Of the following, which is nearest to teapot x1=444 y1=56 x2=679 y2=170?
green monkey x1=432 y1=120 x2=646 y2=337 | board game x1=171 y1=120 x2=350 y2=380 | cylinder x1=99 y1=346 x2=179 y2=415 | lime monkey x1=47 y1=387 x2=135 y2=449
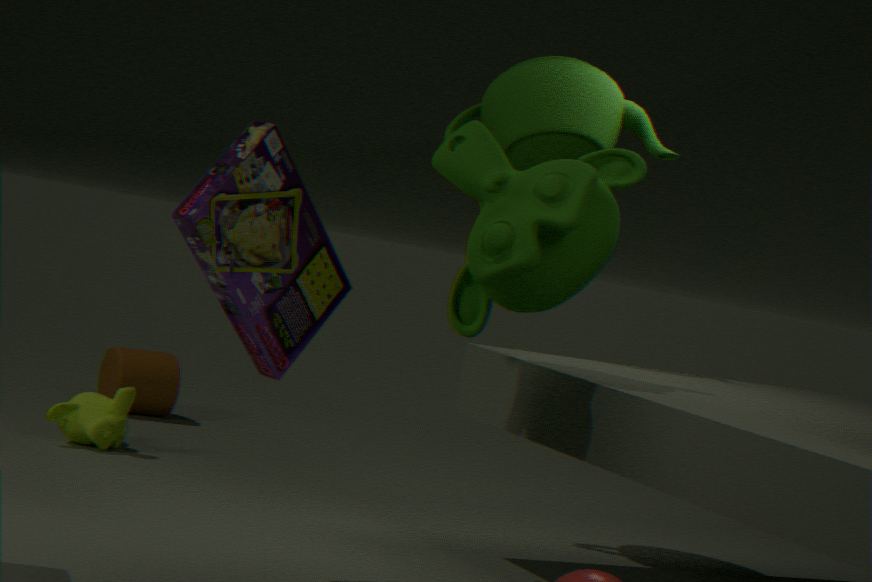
green monkey x1=432 y1=120 x2=646 y2=337
